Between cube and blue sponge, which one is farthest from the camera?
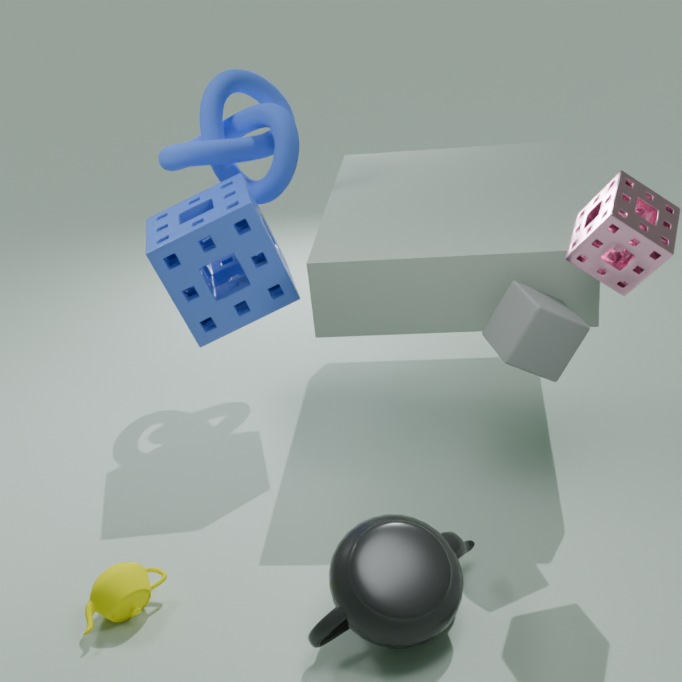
blue sponge
